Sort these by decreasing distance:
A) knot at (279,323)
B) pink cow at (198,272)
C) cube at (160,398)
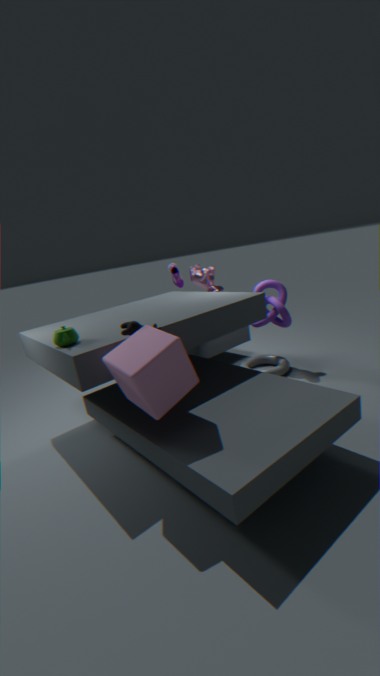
1. pink cow at (198,272)
2. knot at (279,323)
3. cube at (160,398)
